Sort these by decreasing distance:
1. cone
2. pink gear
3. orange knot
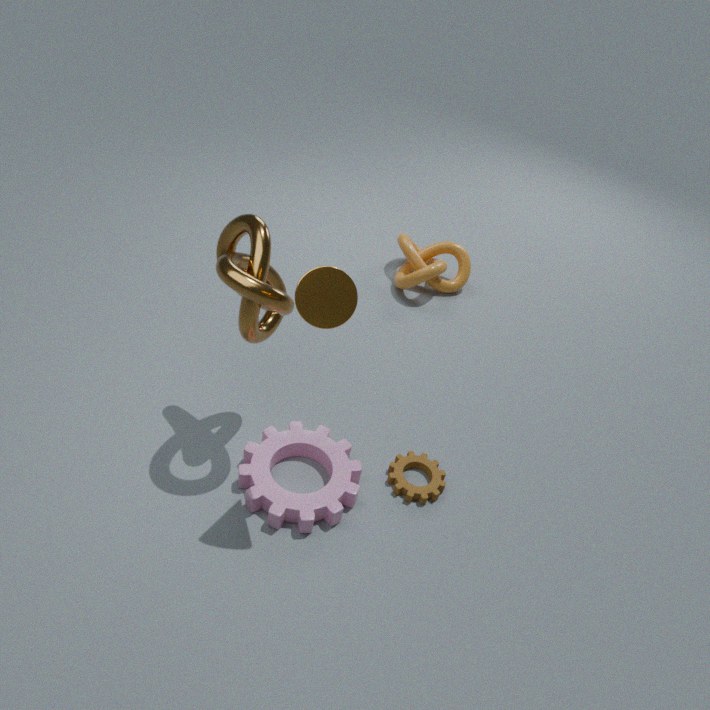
orange knot, pink gear, cone
